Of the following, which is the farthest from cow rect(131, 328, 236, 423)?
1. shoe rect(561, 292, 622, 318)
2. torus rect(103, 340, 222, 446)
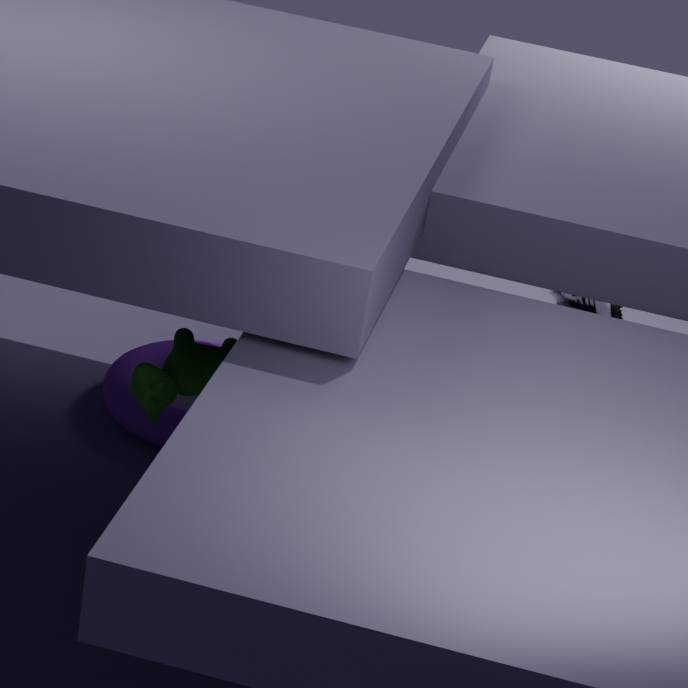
shoe rect(561, 292, 622, 318)
